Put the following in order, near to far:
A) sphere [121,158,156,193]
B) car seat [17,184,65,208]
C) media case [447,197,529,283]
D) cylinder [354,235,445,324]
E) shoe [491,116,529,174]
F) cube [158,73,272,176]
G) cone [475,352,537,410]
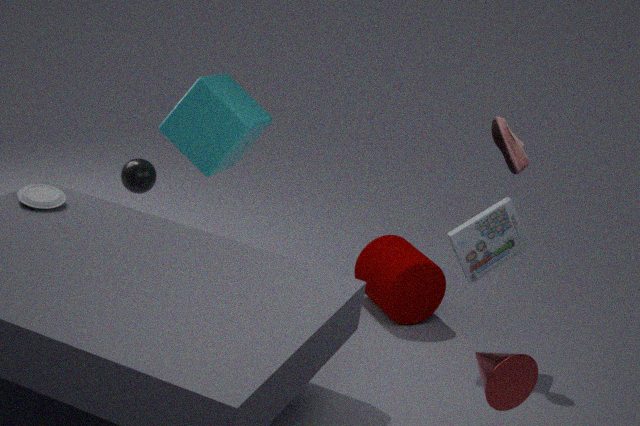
1. cone [475,352,537,410]
2. car seat [17,184,65,208]
3. shoe [491,116,529,174]
4. media case [447,197,529,283]
5. cube [158,73,272,176]
6. sphere [121,158,156,193]
7. cylinder [354,235,445,324]
